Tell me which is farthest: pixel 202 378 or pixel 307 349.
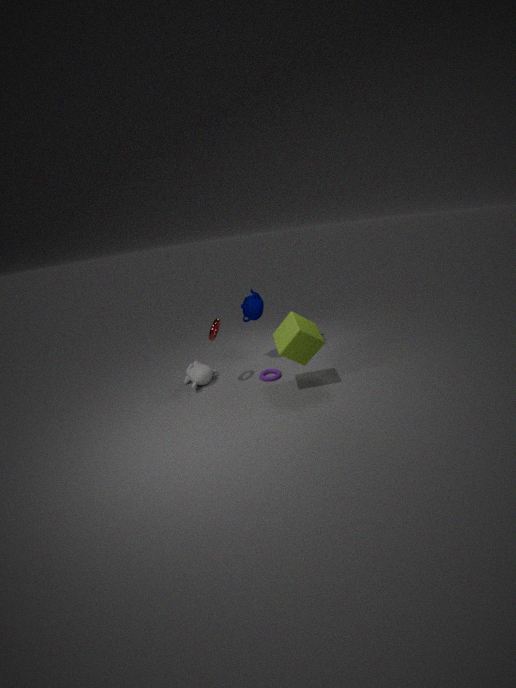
pixel 202 378
